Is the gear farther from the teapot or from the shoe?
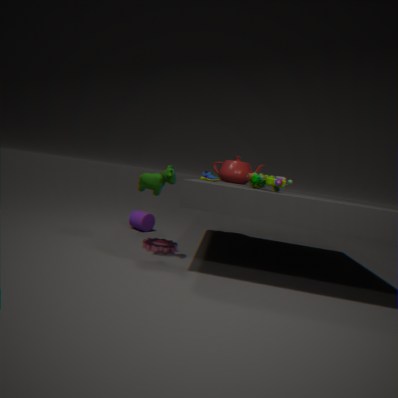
the teapot
